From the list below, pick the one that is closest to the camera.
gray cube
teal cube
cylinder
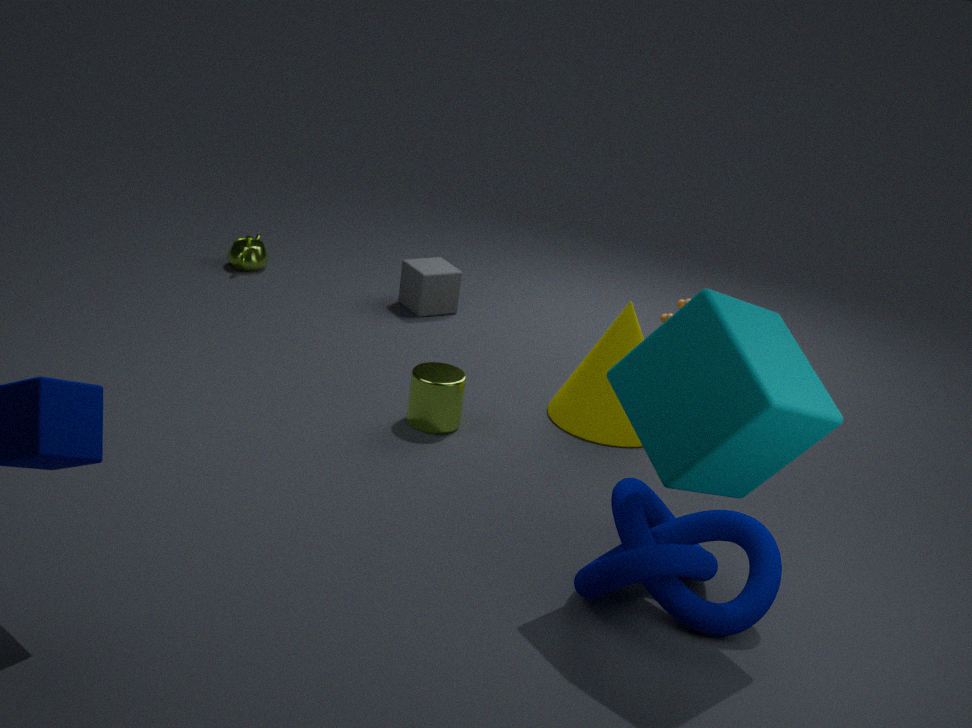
teal cube
